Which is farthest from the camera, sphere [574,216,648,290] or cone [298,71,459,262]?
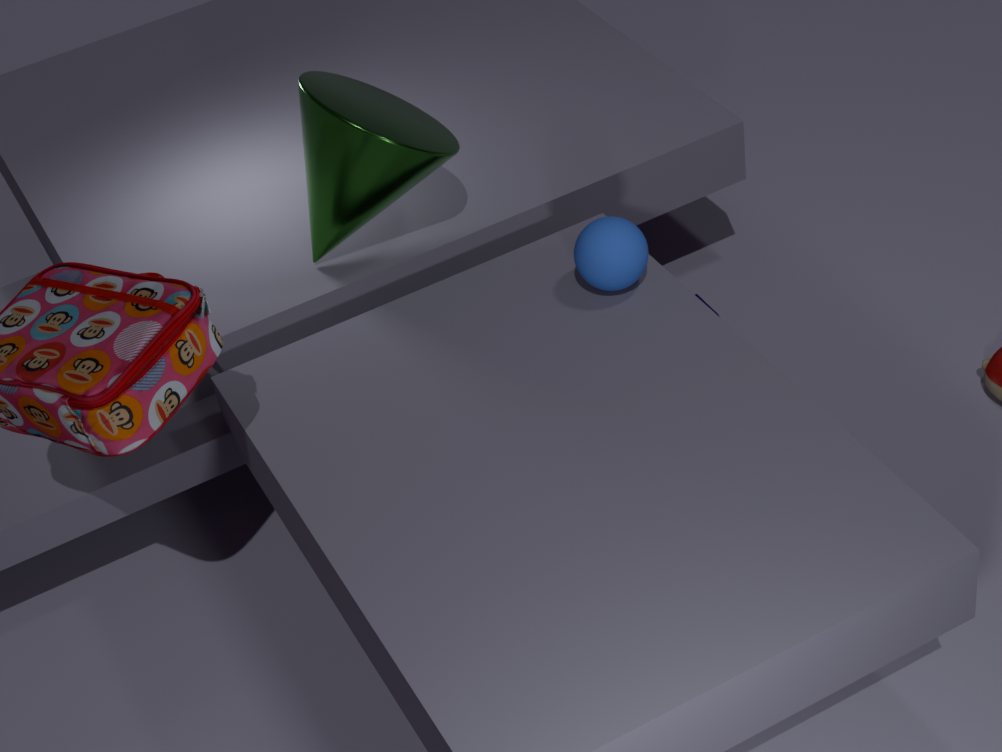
cone [298,71,459,262]
